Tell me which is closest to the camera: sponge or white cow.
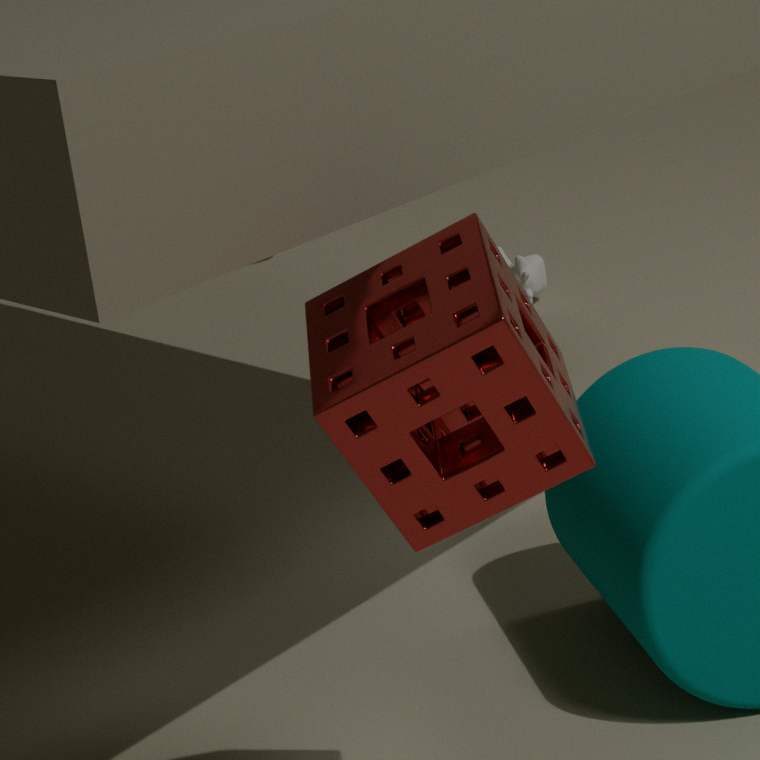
sponge
